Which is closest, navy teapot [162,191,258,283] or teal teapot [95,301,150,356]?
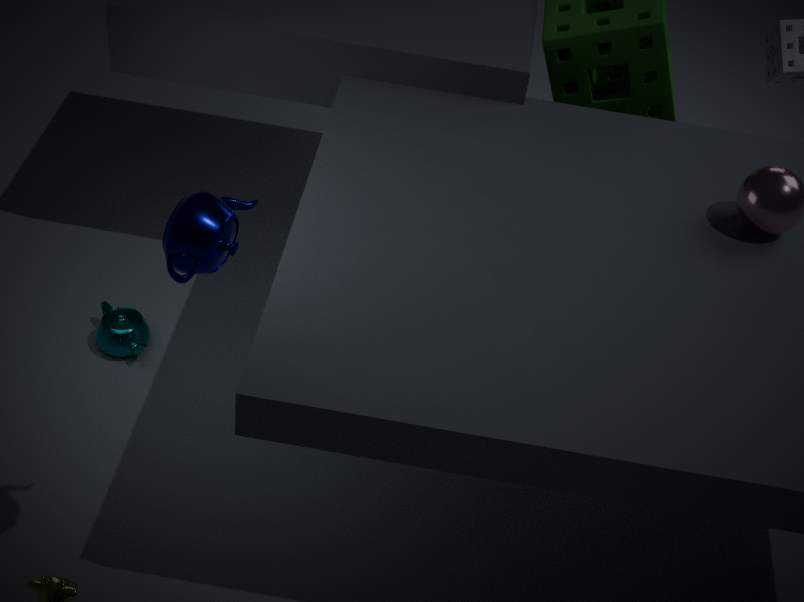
navy teapot [162,191,258,283]
